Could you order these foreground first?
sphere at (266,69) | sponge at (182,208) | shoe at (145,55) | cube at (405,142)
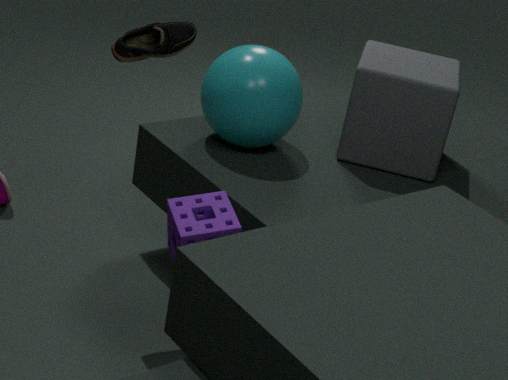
sponge at (182,208) → shoe at (145,55) → sphere at (266,69) → cube at (405,142)
